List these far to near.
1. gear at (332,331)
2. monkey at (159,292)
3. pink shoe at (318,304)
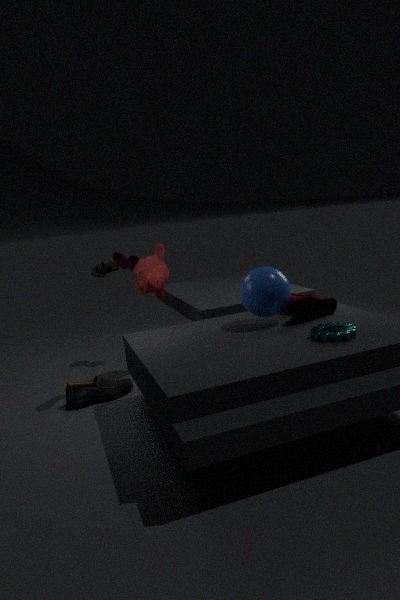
monkey at (159,292), pink shoe at (318,304), gear at (332,331)
